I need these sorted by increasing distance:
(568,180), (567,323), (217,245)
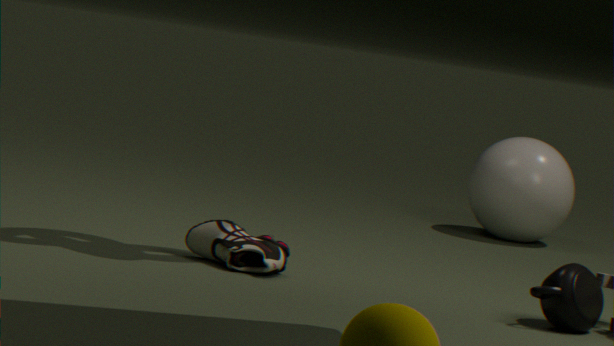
(567,323)
(217,245)
(568,180)
